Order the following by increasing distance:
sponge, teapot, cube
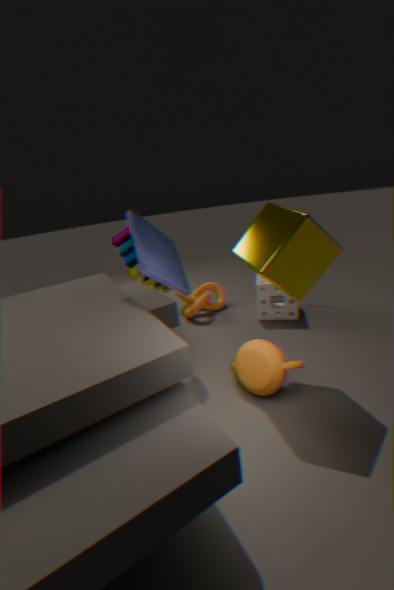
cube, teapot, sponge
